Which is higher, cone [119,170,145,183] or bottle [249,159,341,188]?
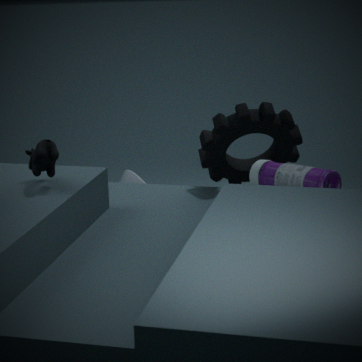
bottle [249,159,341,188]
